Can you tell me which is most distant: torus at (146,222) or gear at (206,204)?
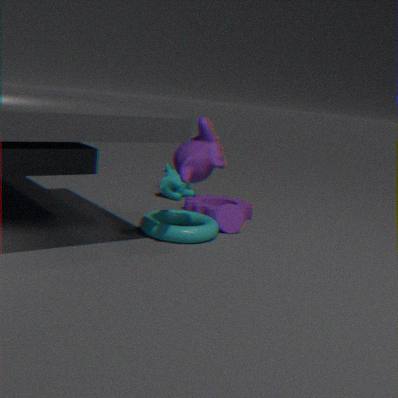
gear at (206,204)
